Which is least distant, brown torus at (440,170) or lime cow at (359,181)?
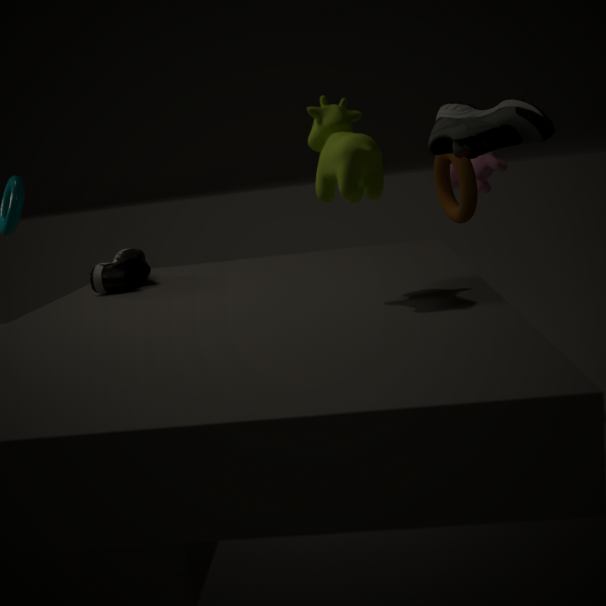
lime cow at (359,181)
